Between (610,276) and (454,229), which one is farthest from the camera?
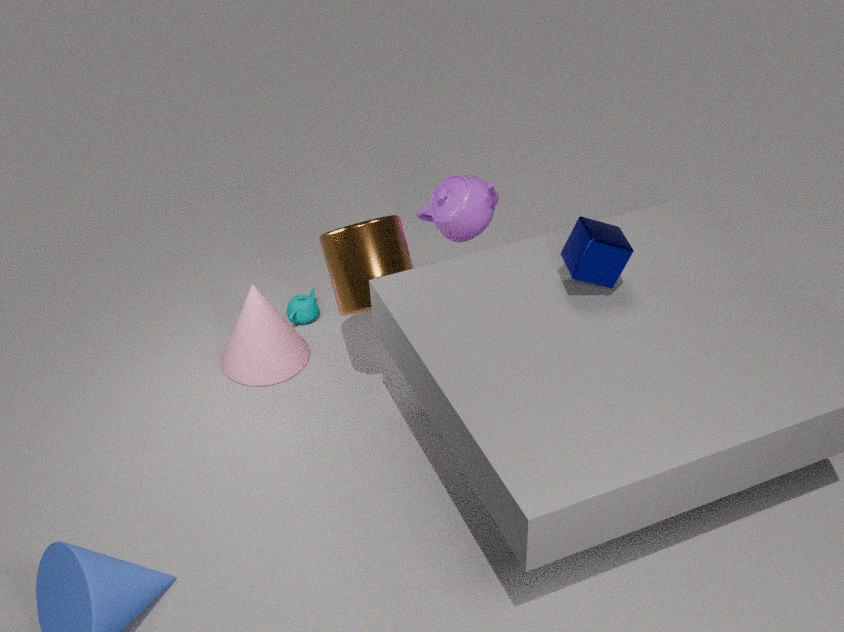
(454,229)
